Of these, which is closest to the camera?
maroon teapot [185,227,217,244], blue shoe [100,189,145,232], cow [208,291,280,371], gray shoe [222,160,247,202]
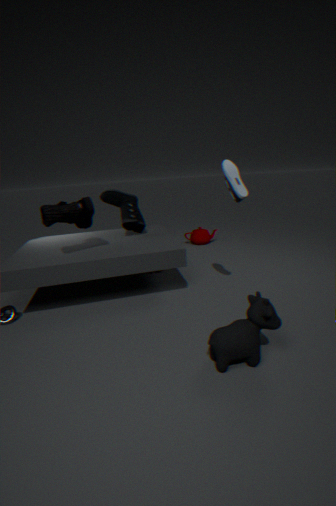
cow [208,291,280,371]
